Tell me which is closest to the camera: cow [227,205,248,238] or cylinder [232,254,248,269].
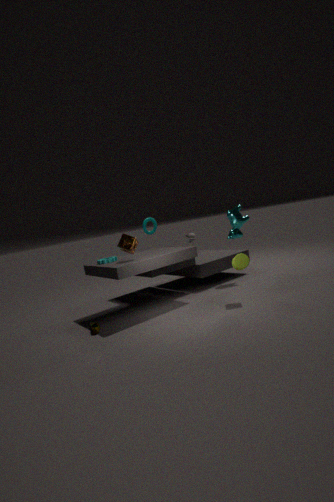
cylinder [232,254,248,269]
